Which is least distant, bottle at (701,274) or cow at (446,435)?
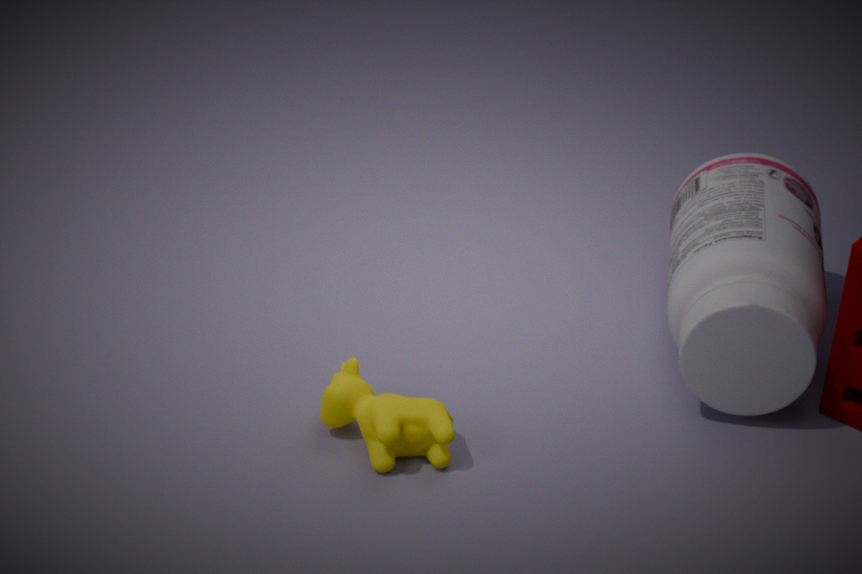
cow at (446,435)
